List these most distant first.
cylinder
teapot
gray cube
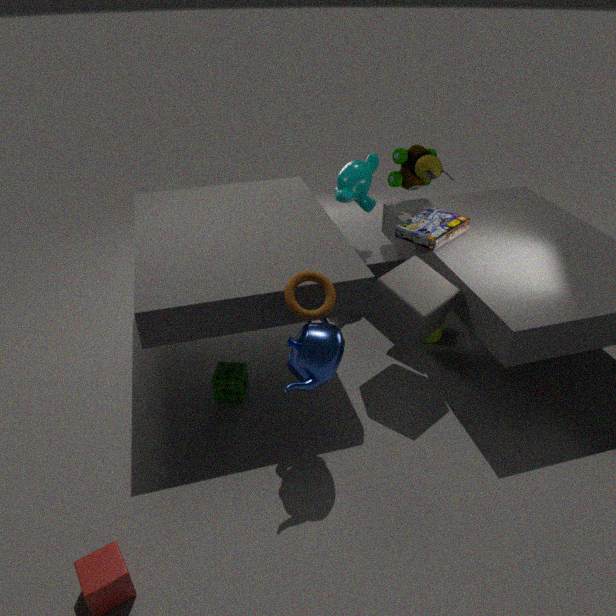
cylinder
gray cube
teapot
